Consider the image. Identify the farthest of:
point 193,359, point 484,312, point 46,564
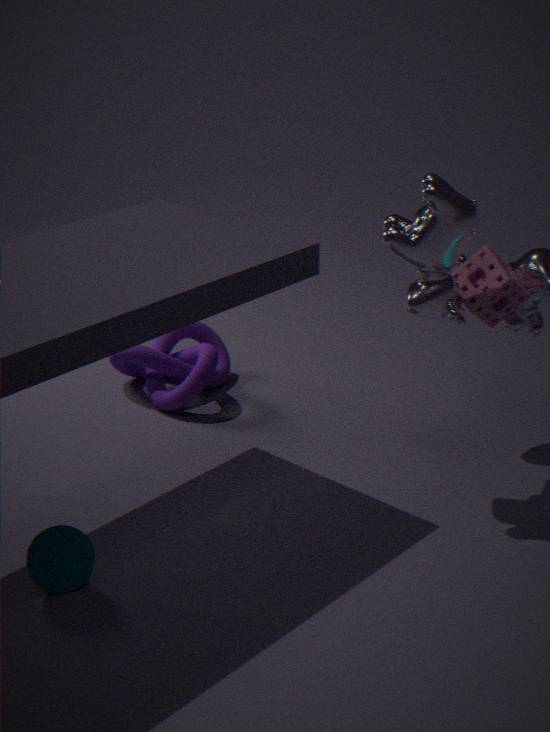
point 193,359
